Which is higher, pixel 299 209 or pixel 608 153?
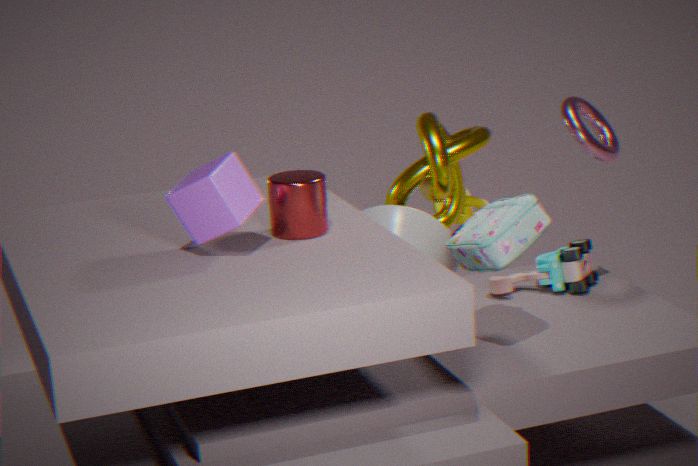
pixel 608 153
